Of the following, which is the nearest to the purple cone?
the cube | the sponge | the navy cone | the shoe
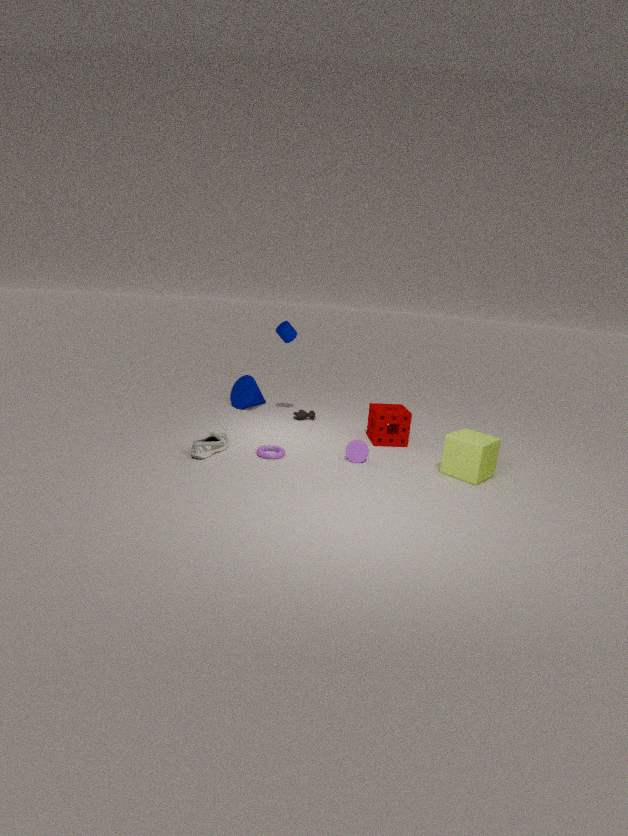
the sponge
